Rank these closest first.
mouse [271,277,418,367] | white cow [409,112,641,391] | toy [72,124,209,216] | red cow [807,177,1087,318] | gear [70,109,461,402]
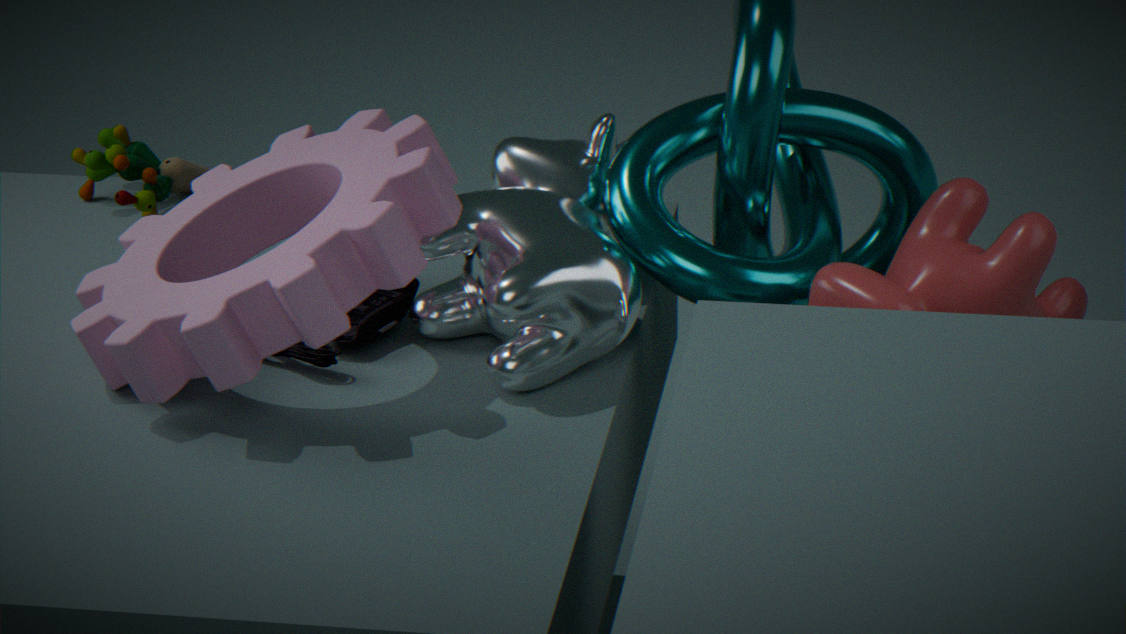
gear [70,109,461,402], white cow [409,112,641,391], red cow [807,177,1087,318], mouse [271,277,418,367], toy [72,124,209,216]
